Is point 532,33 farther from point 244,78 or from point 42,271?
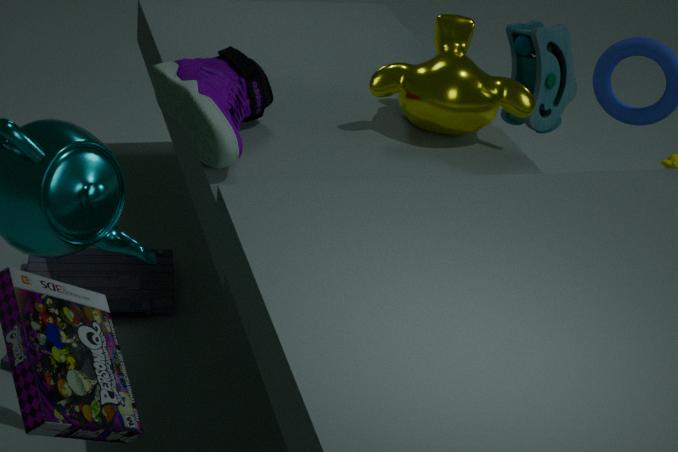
point 42,271
